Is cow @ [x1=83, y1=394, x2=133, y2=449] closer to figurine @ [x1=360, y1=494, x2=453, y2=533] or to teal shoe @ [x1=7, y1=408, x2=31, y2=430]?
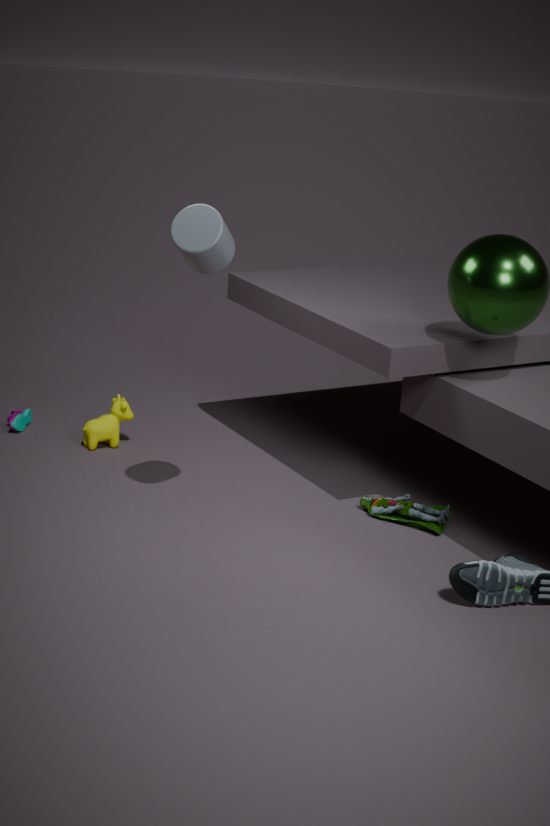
teal shoe @ [x1=7, y1=408, x2=31, y2=430]
